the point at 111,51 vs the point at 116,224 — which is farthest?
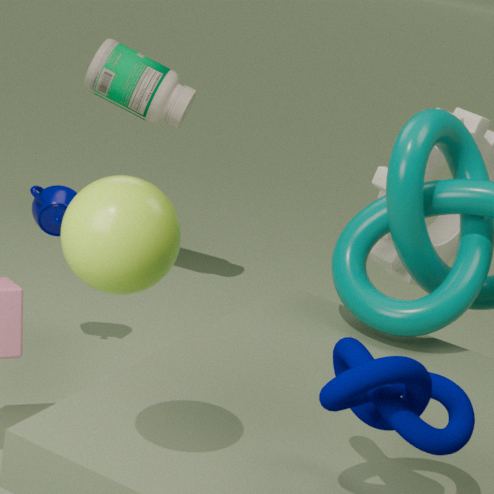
the point at 111,51
